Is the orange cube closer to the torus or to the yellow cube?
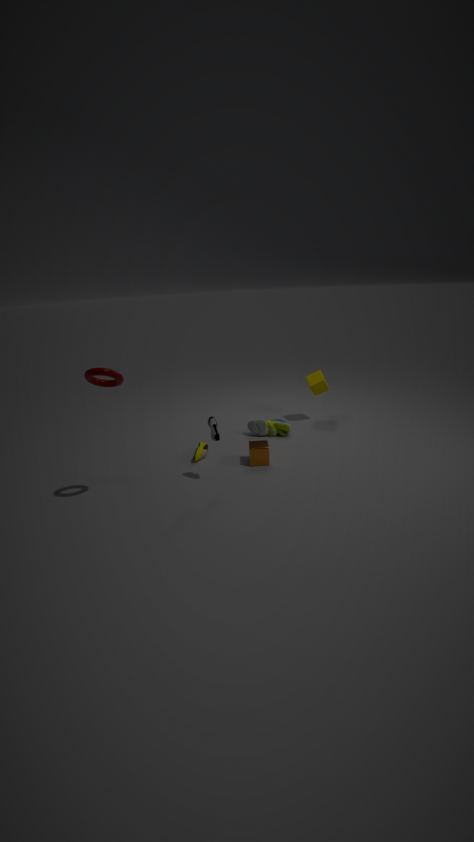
the yellow cube
